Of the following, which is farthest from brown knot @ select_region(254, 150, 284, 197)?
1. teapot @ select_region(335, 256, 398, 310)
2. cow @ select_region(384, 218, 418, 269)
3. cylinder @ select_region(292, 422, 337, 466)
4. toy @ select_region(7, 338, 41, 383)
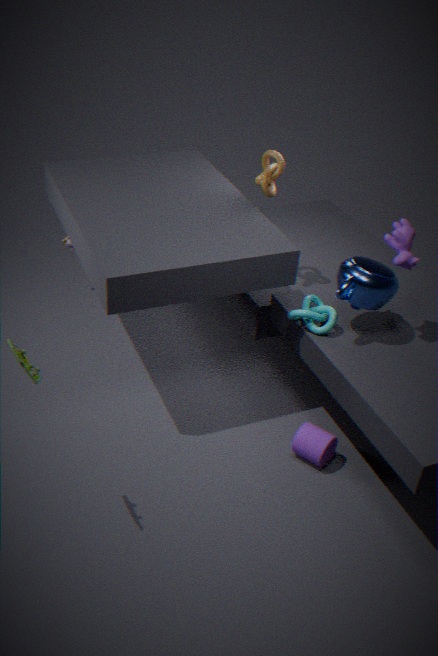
toy @ select_region(7, 338, 41, 383)
